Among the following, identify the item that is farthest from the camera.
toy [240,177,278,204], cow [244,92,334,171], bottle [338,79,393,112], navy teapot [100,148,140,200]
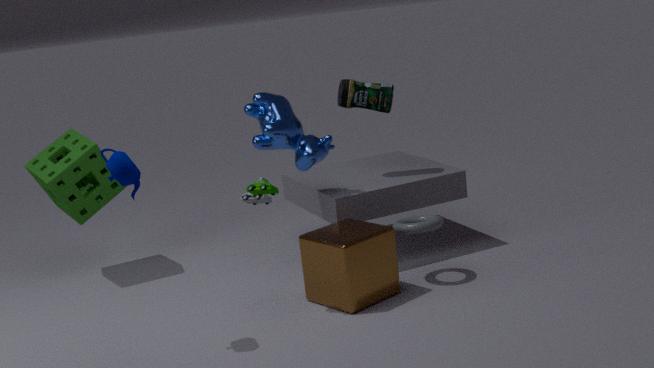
bottle [338,79,393,112]
